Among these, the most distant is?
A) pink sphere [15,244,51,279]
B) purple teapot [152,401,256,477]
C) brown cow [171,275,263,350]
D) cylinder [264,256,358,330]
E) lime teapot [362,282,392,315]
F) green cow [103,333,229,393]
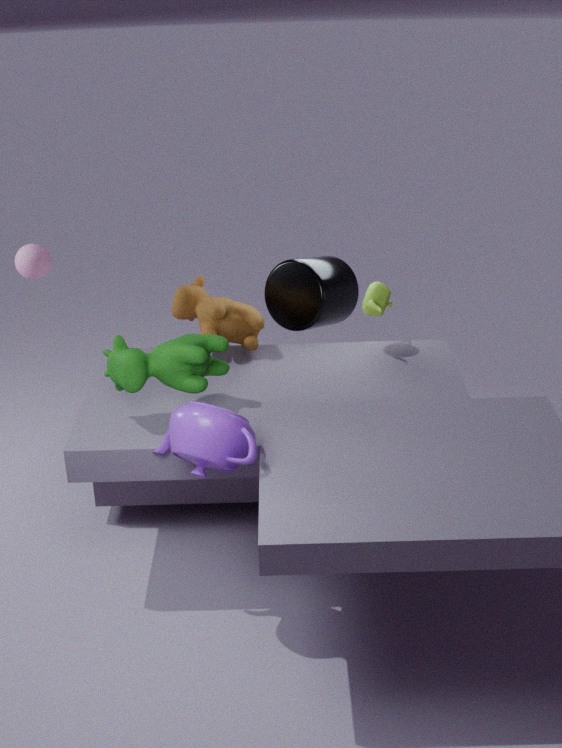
pink sphere [15,244,51,279]
